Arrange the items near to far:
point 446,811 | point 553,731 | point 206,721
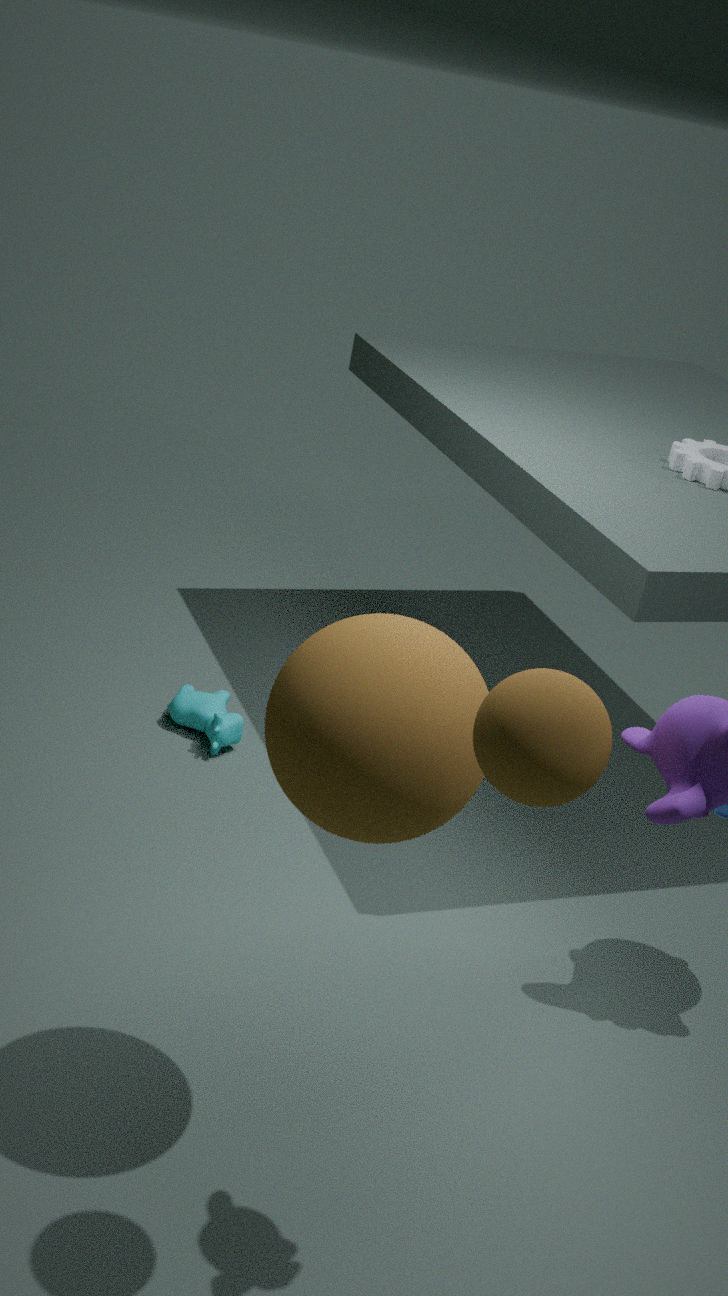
1. point 553,731
2. point 446,811
3. point 206,721
